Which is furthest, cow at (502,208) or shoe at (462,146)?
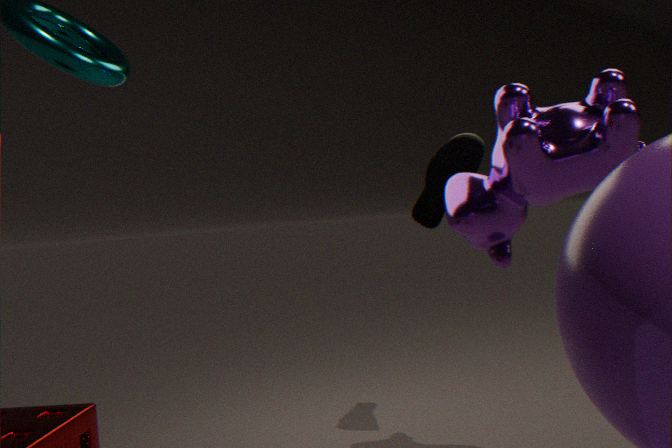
shoe at (462,146)
